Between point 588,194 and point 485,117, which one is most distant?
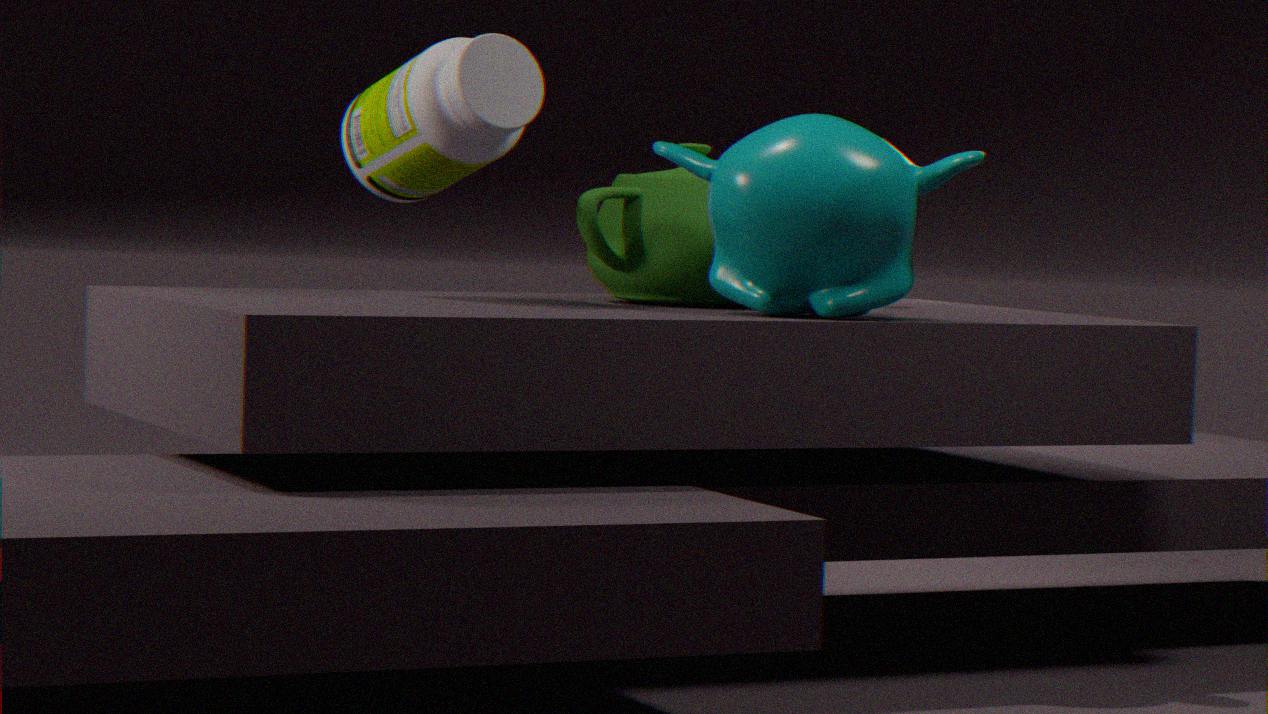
point 588,194
